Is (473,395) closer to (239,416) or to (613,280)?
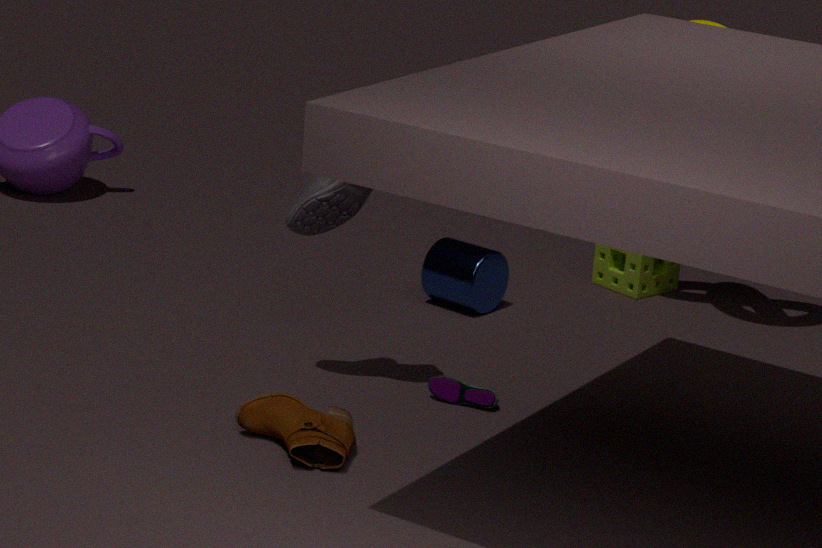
(239,416)
